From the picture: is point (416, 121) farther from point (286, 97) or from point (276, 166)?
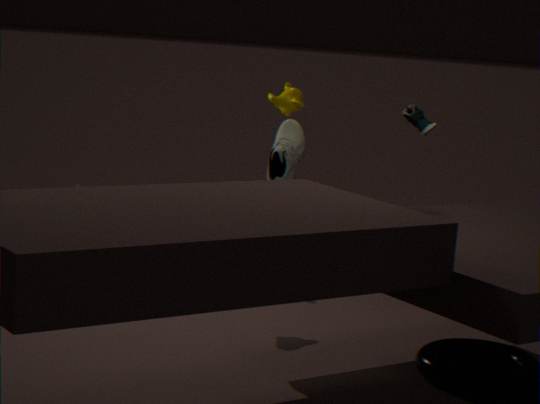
point (286, 97)
